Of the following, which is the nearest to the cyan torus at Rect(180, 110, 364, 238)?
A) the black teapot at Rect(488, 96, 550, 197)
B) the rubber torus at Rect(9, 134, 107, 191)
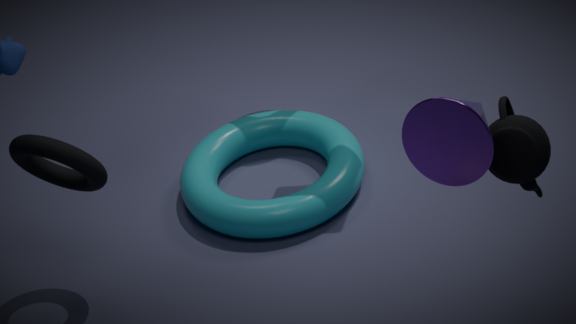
the rubber torus at Rect(9, 134, 107, 191)
